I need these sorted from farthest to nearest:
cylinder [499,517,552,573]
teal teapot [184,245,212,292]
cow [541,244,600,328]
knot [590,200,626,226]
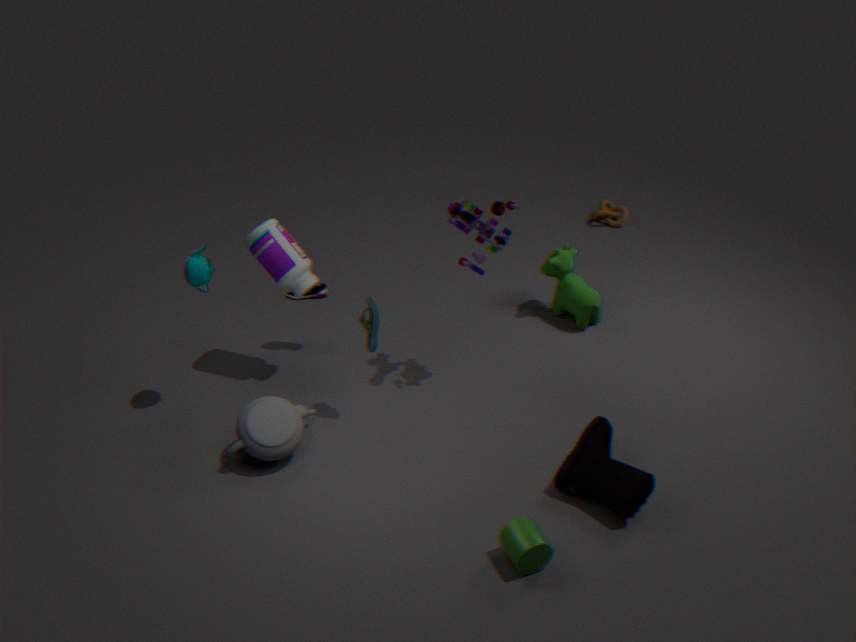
knot [590,200,626,226], cow [541,244,600,328], teal teapot [184,245,212,292], cylinder [499,517,552,573]
